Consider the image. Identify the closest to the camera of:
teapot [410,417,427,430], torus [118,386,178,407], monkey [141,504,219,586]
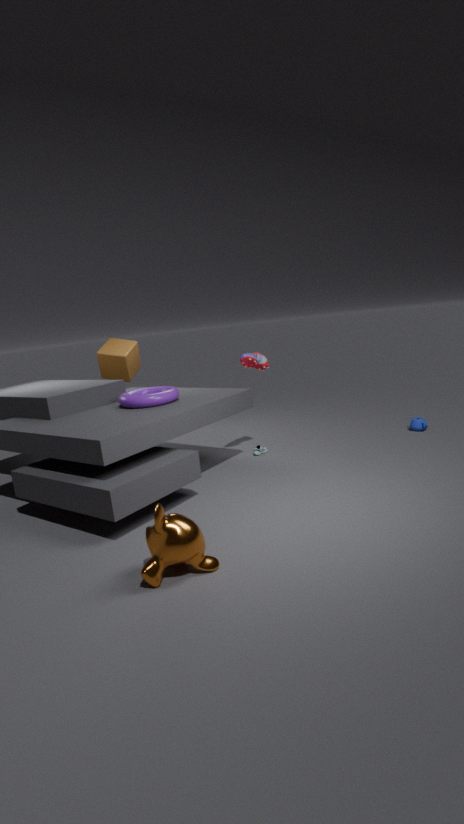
monkey [141,504,219,586]
